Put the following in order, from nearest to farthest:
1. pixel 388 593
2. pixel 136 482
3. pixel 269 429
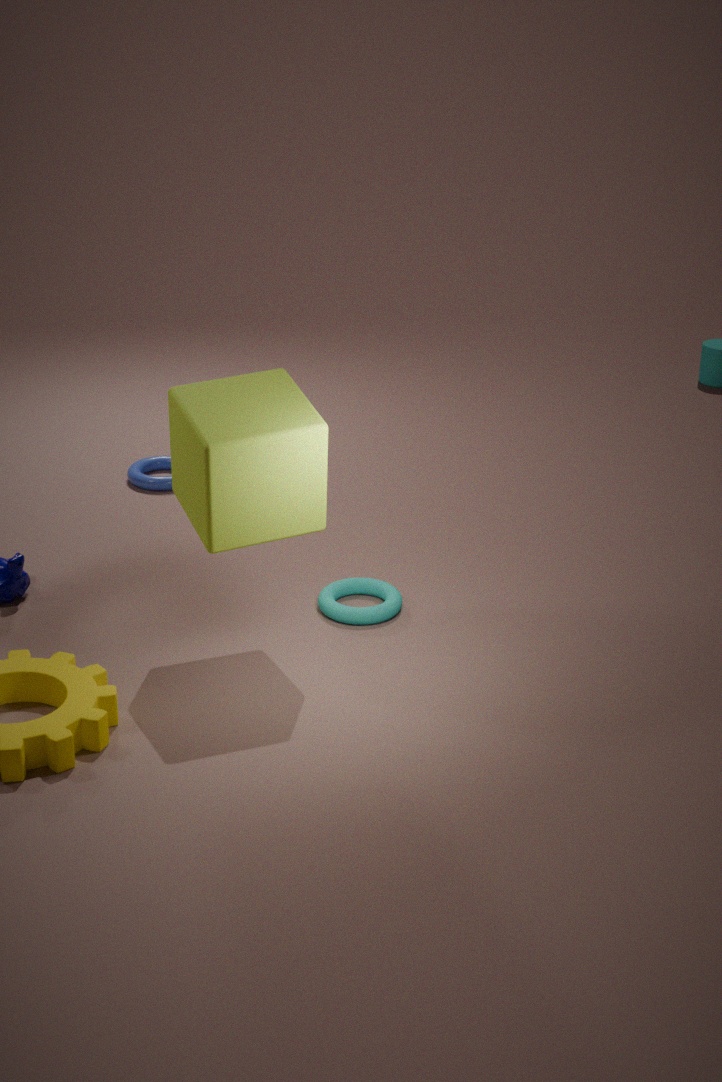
pixel 269 429
pixel 388 593
pixel 136 482
